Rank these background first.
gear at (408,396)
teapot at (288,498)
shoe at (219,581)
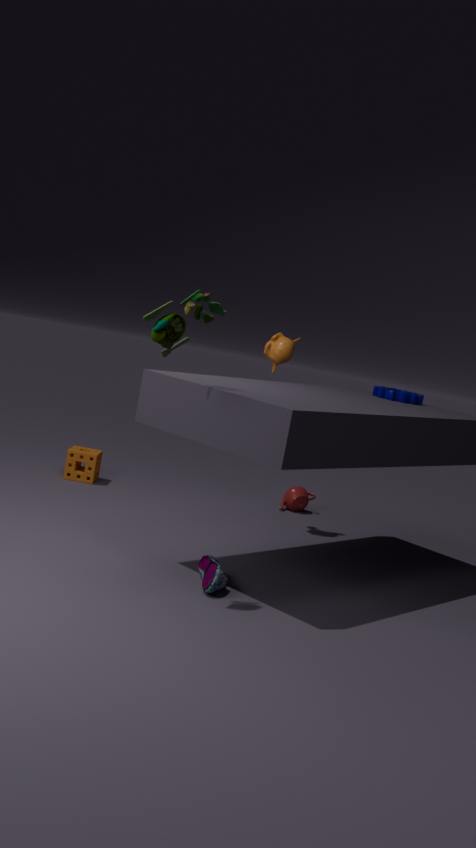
teapot at (288,498), gear at (408,396), shoe at (219,581)
